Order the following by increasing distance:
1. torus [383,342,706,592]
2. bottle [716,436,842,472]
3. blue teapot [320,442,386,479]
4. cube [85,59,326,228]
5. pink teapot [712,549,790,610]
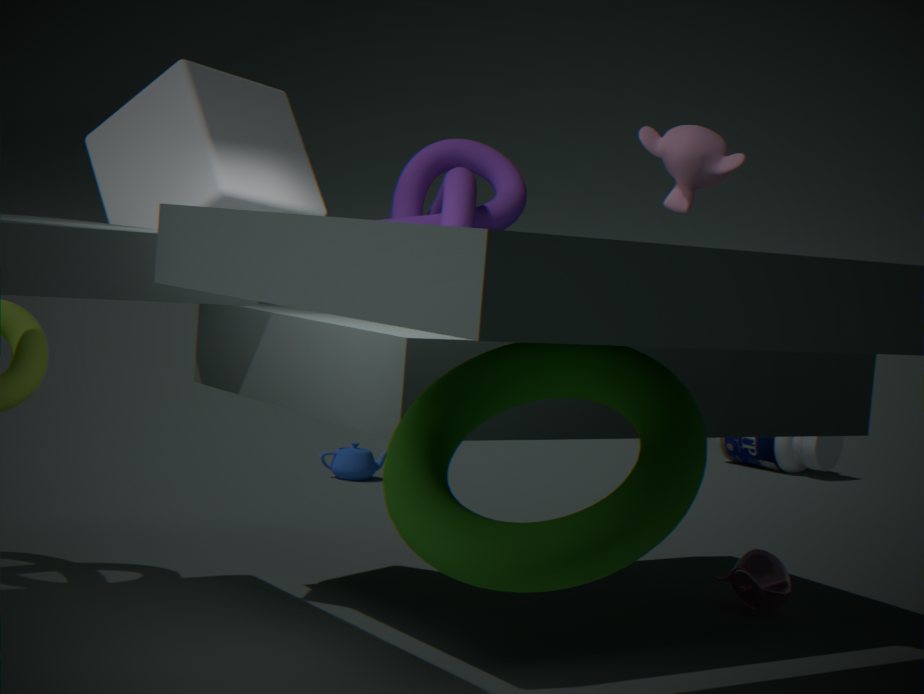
torus [383,342,706,592] < cube [85,59,326,228] < pink teapot [712,549,790,610] < blue teapot [320,442,386,479] < bottle [716,436,842,472]
